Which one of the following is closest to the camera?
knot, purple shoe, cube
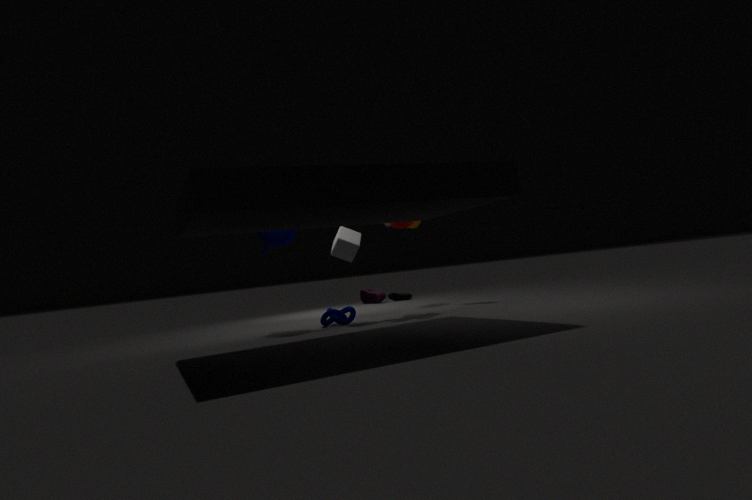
knot
